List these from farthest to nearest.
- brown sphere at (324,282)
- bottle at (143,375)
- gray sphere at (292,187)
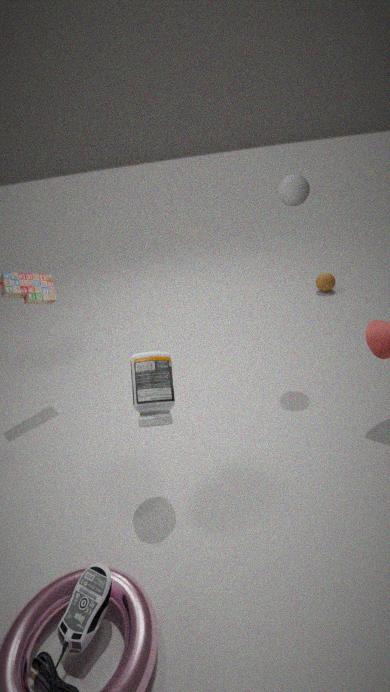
brown sphere at (324,282) < gray sphere at (292,187) < bottle at (143,375)
